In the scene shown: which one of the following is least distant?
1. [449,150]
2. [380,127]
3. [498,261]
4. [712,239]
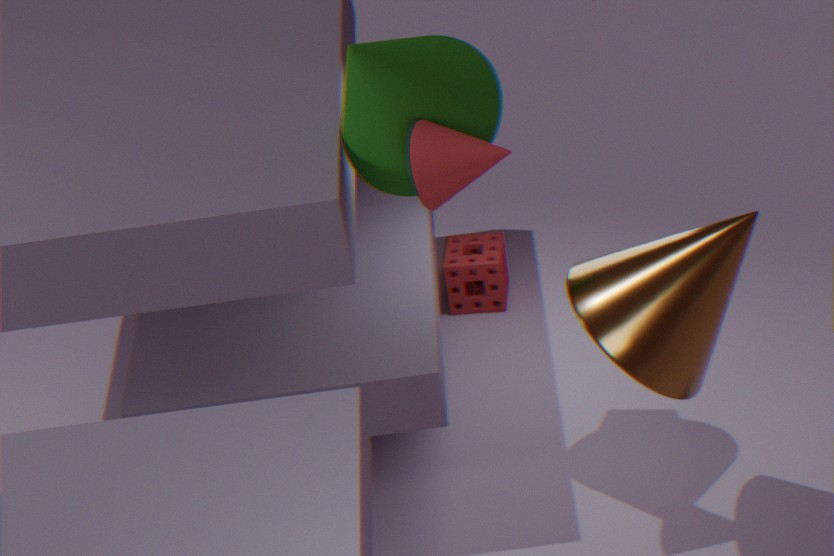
[449,150]
